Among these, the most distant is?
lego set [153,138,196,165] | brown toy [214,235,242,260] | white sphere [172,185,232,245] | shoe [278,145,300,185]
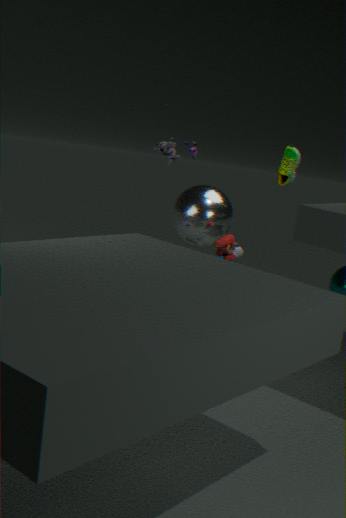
white sphere [172,185,232,245]
